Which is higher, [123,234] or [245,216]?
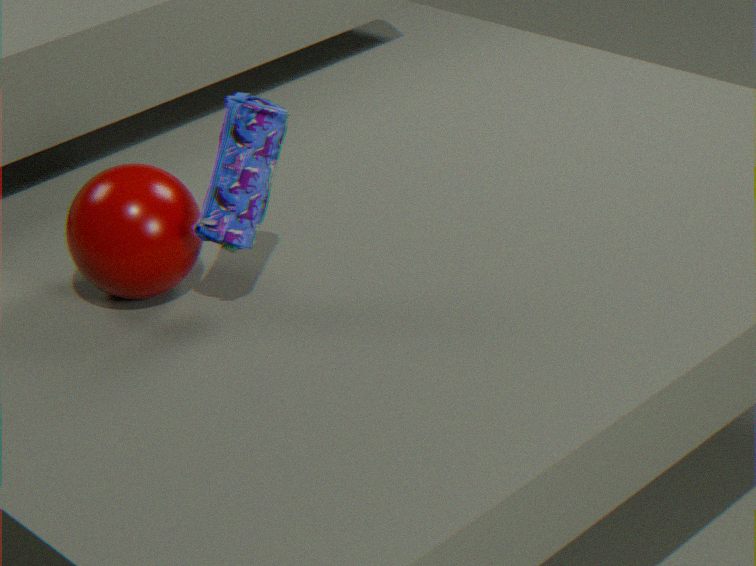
[245,216]
